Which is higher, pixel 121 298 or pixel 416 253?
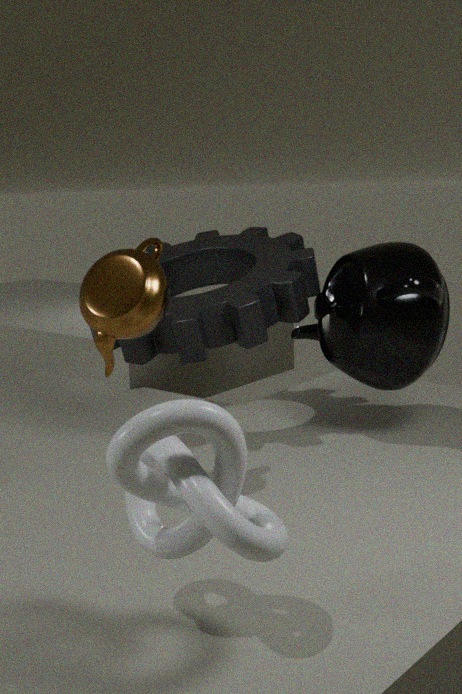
pixel 121 298
